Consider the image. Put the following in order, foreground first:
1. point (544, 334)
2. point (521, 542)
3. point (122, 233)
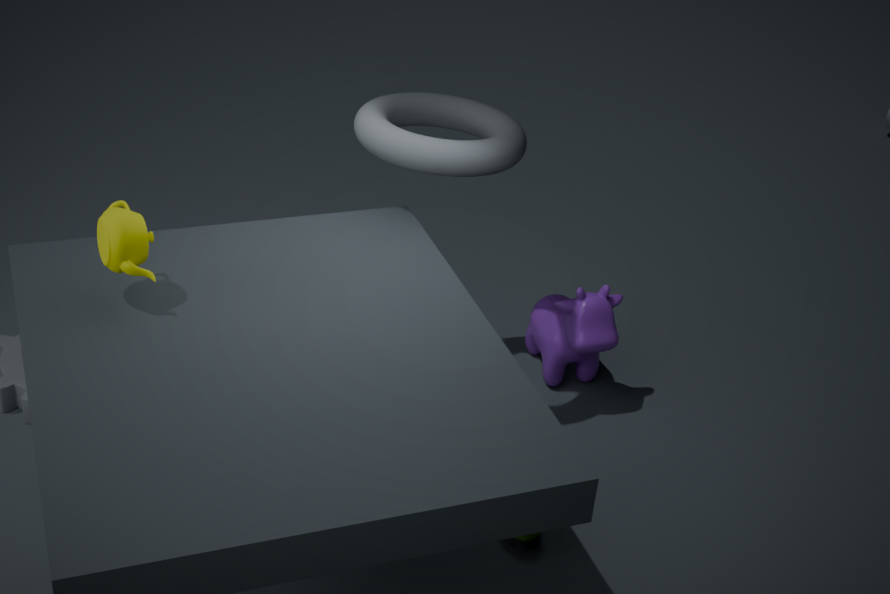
1. point (122, 233)
2. point (521, 542)
3. point (544, 334)
